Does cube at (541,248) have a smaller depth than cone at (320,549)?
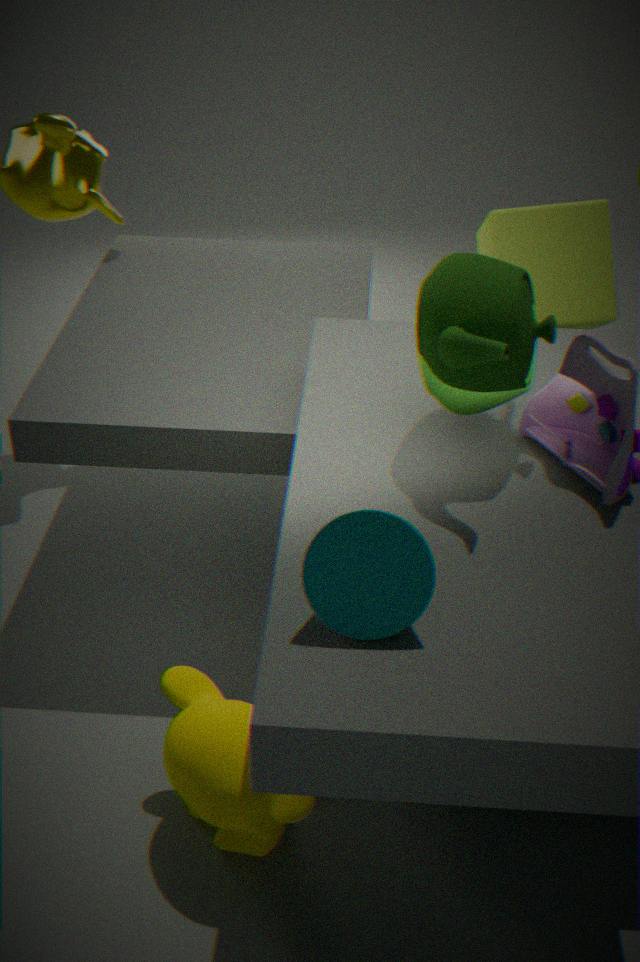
No
